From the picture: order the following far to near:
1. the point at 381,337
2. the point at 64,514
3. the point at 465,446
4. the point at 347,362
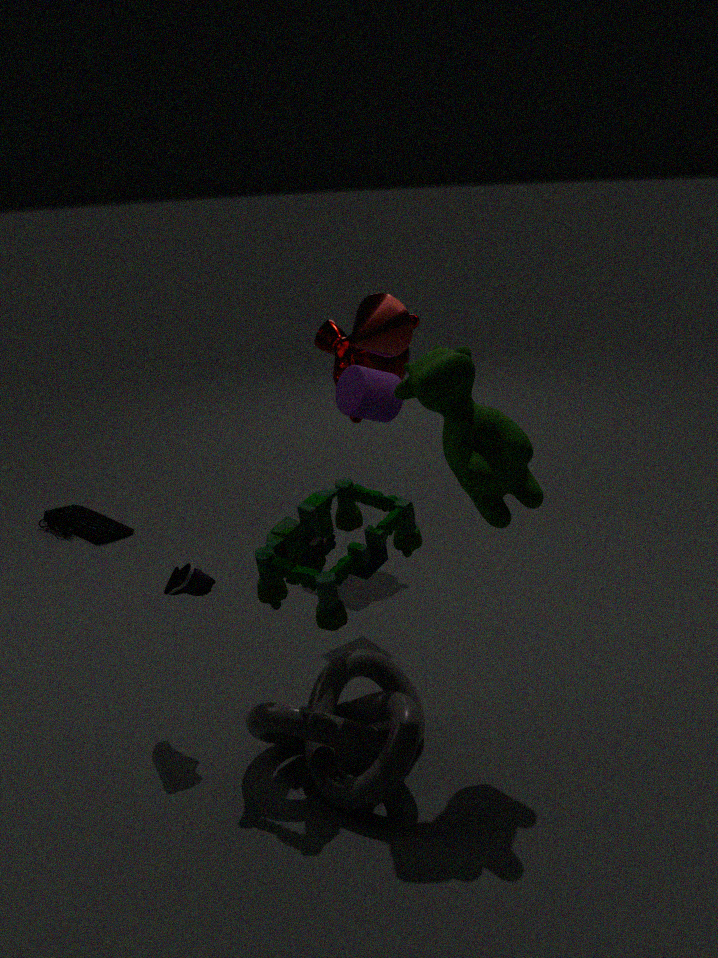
the point at 64,514
the point at 347,362
the point at 381,337
the point at 465,446
